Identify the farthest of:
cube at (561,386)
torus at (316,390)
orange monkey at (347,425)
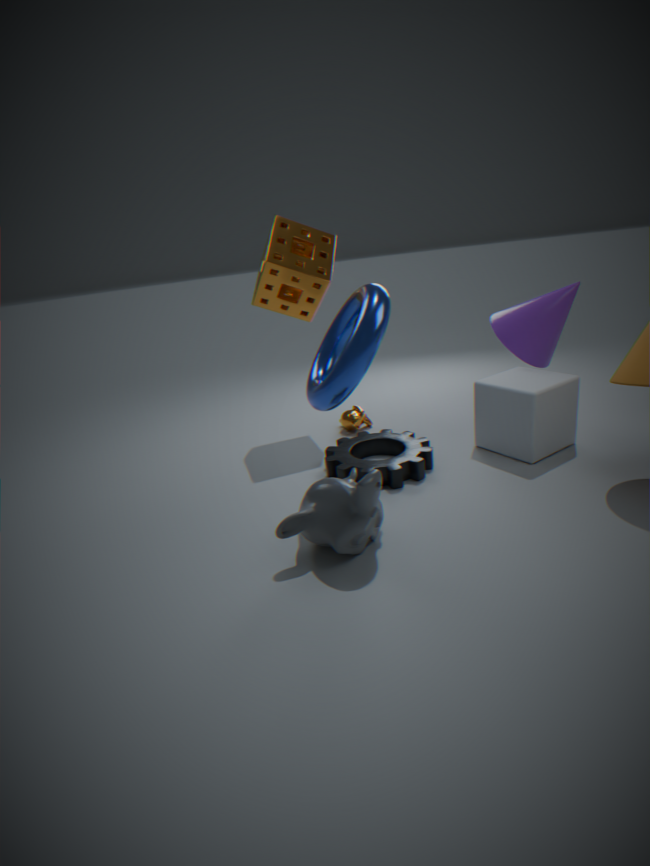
orange monkey at (347,425)
